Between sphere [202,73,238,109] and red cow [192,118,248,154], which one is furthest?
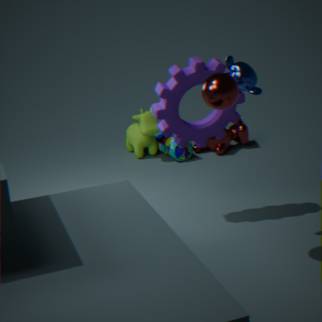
red cow [192,118,248,154]
